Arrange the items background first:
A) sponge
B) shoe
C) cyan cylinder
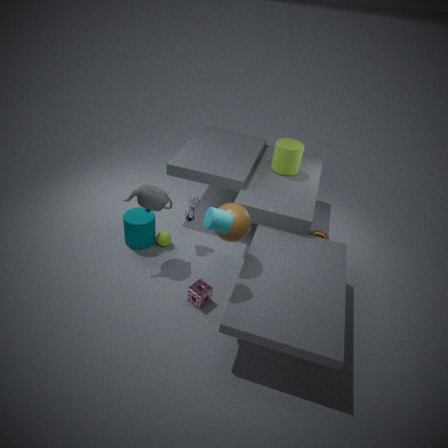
shoe < sponge < cyan cylinder
